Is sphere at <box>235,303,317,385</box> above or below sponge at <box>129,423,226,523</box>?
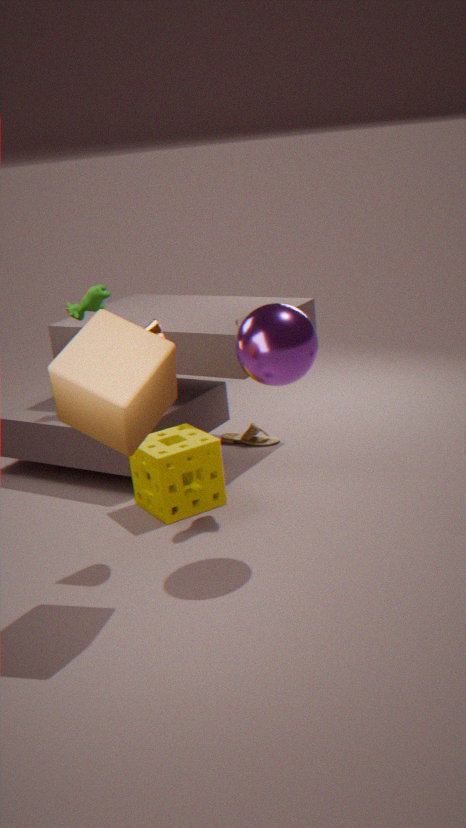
above
